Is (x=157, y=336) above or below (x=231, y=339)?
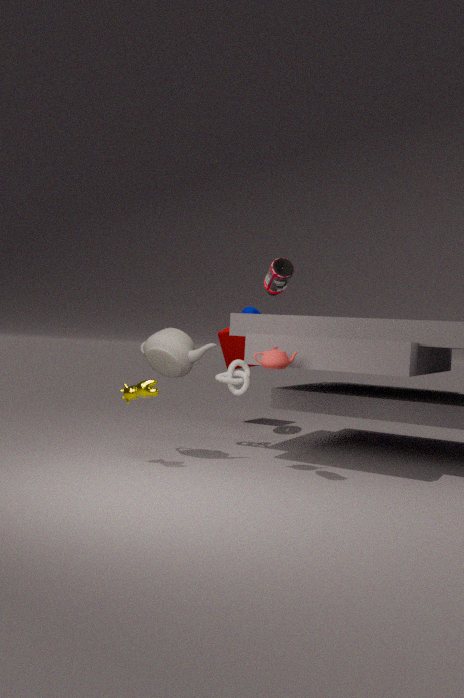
below
